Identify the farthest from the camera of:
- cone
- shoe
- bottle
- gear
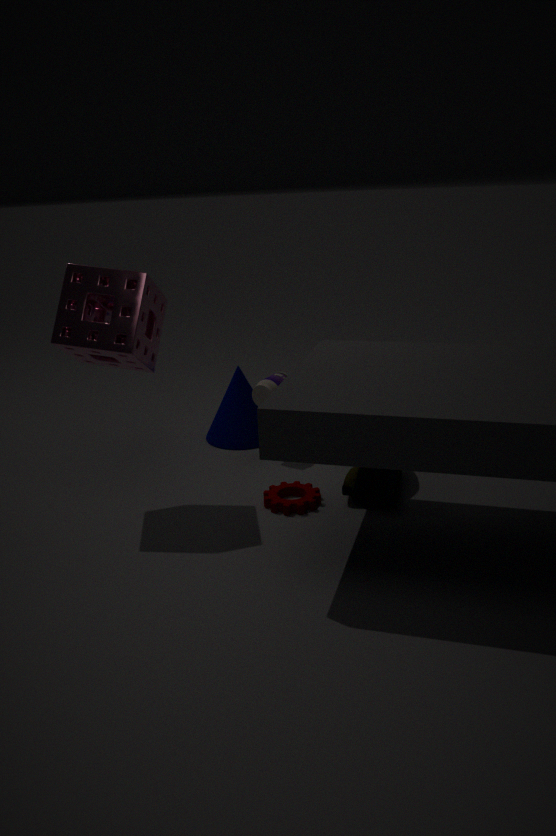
cone
